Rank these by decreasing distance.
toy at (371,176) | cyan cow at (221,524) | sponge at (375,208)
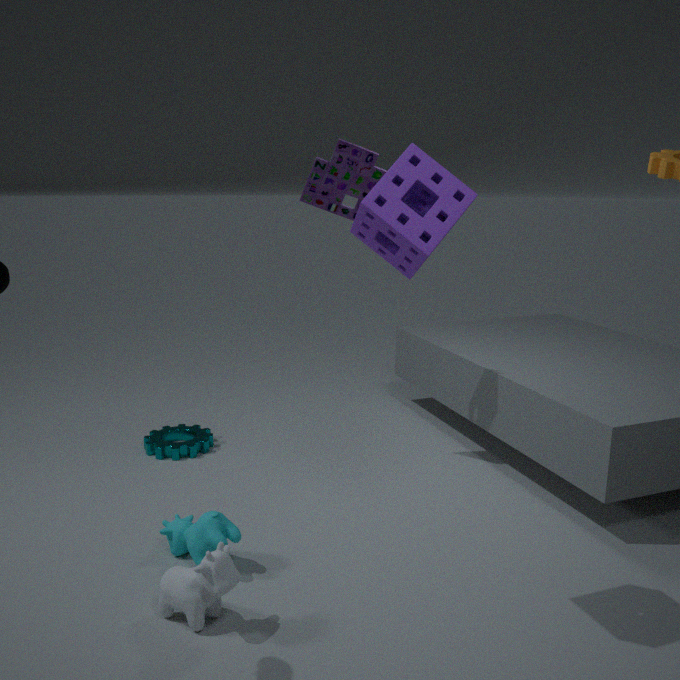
toy at (371,176)
cyan cow at (221,524)
sponge at (375,208)
